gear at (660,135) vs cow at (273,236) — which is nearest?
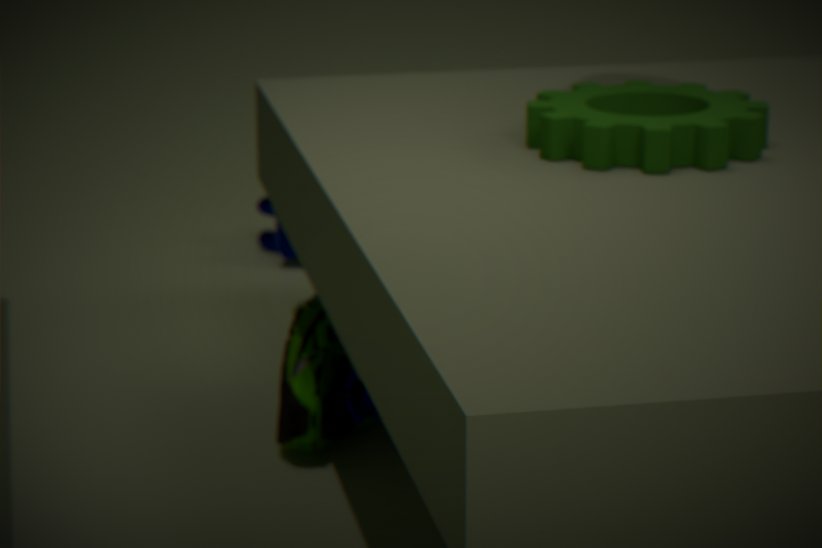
gear at (660,135)
